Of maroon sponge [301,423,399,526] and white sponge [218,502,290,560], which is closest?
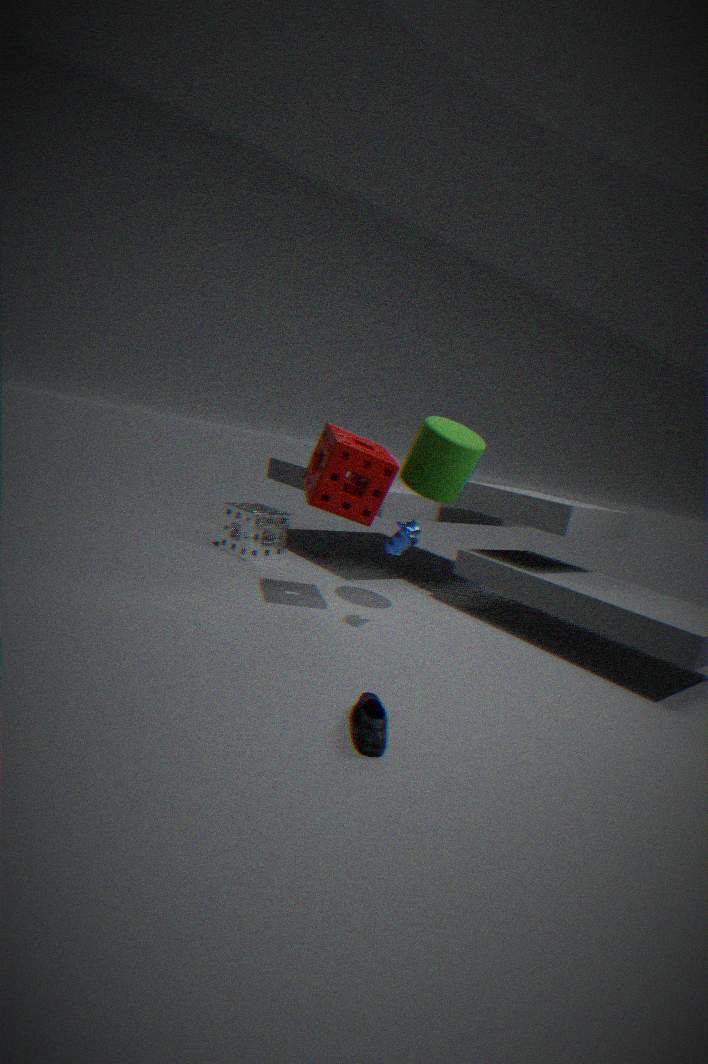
maroon sponge [301,423,399,526]
